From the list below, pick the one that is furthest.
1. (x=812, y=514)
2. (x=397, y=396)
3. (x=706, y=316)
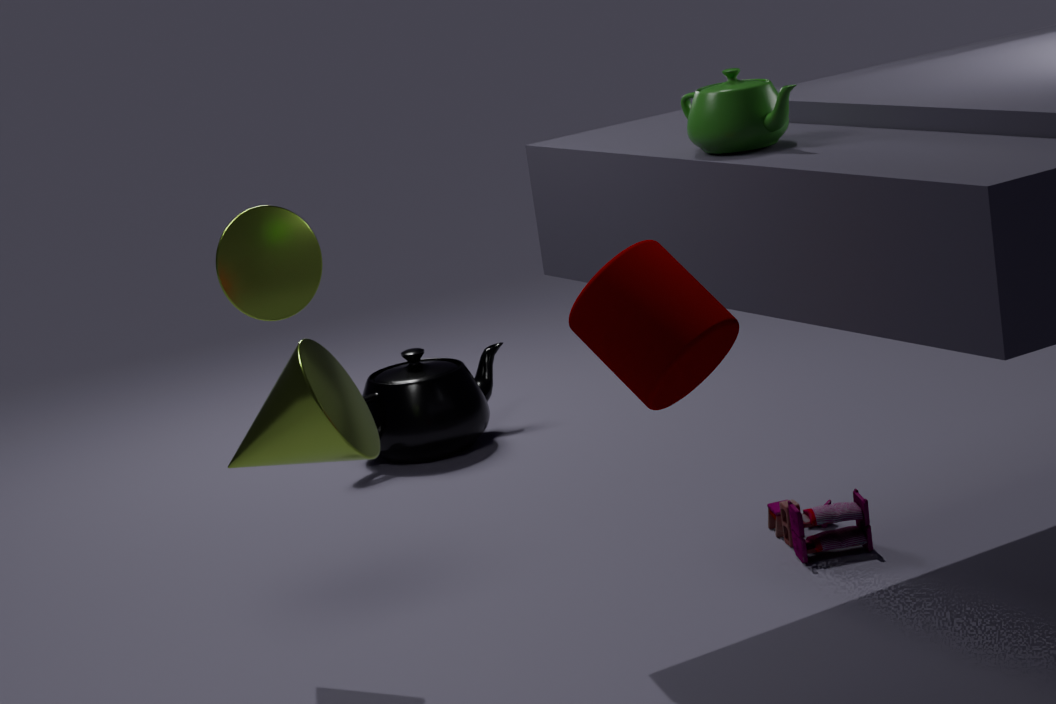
(x=397, y=396)
